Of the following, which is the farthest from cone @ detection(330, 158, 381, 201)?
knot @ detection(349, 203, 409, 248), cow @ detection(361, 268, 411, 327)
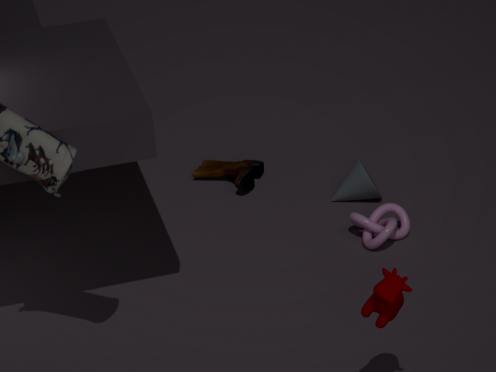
cow @ detection(361, 268, 411, 327)
